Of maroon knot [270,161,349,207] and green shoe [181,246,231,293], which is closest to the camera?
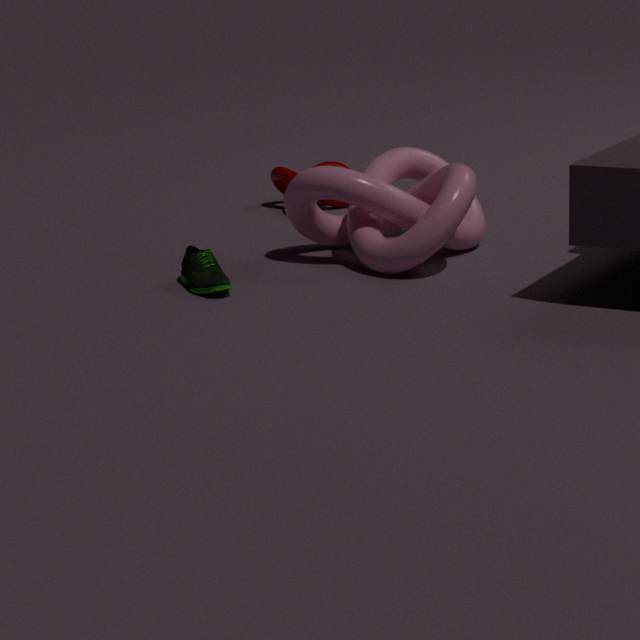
green shoe [181,246,231,293]
